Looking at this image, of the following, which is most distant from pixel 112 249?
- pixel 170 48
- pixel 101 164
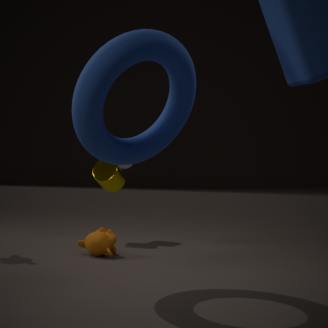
pixel 170 48
